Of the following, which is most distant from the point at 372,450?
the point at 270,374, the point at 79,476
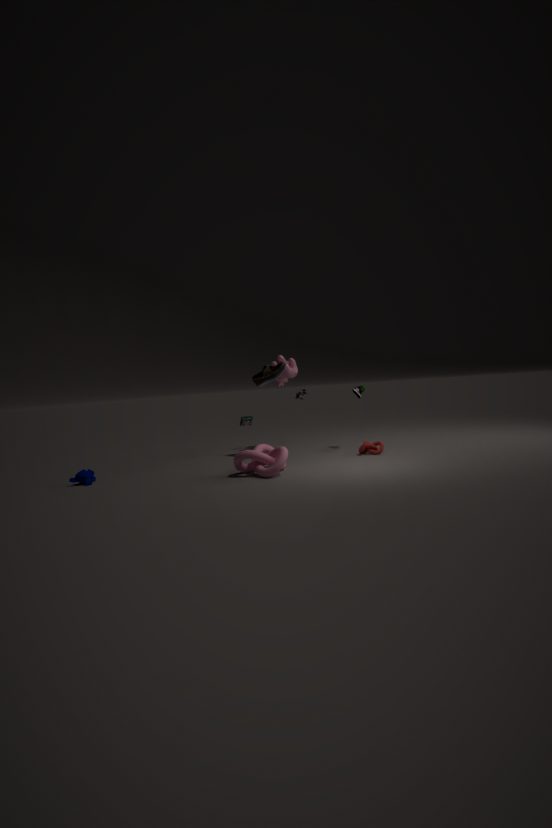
the point at 79,476
